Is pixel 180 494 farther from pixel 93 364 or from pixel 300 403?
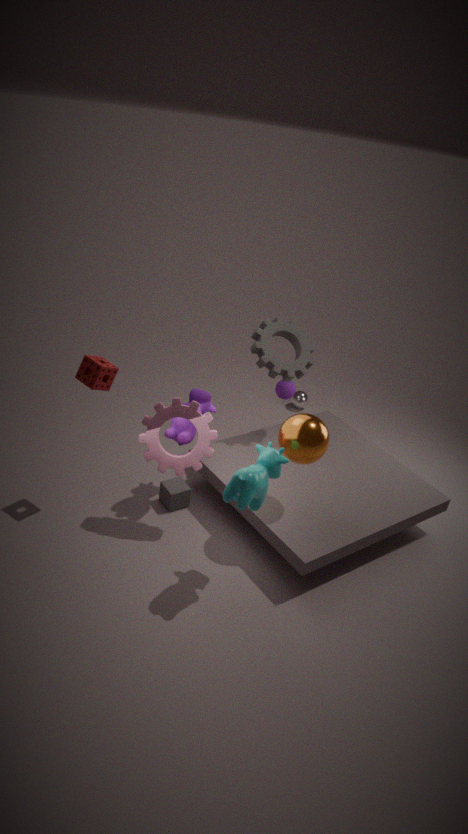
pixel 300 403
